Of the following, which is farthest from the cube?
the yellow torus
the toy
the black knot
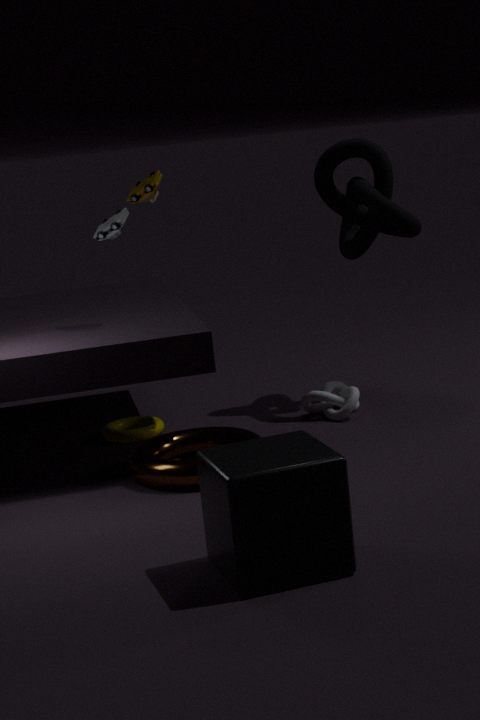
the black knot
